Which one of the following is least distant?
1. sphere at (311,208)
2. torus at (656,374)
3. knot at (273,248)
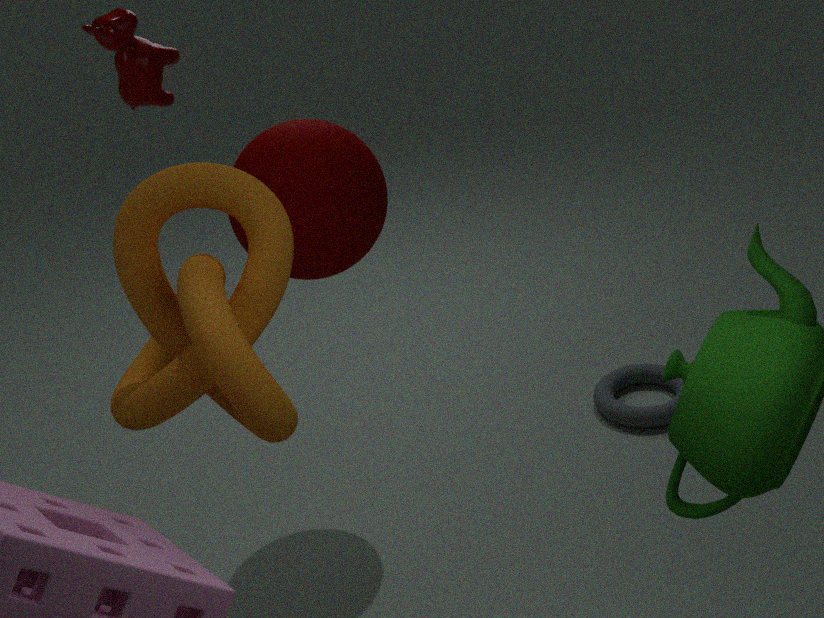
knot at (273,248)
